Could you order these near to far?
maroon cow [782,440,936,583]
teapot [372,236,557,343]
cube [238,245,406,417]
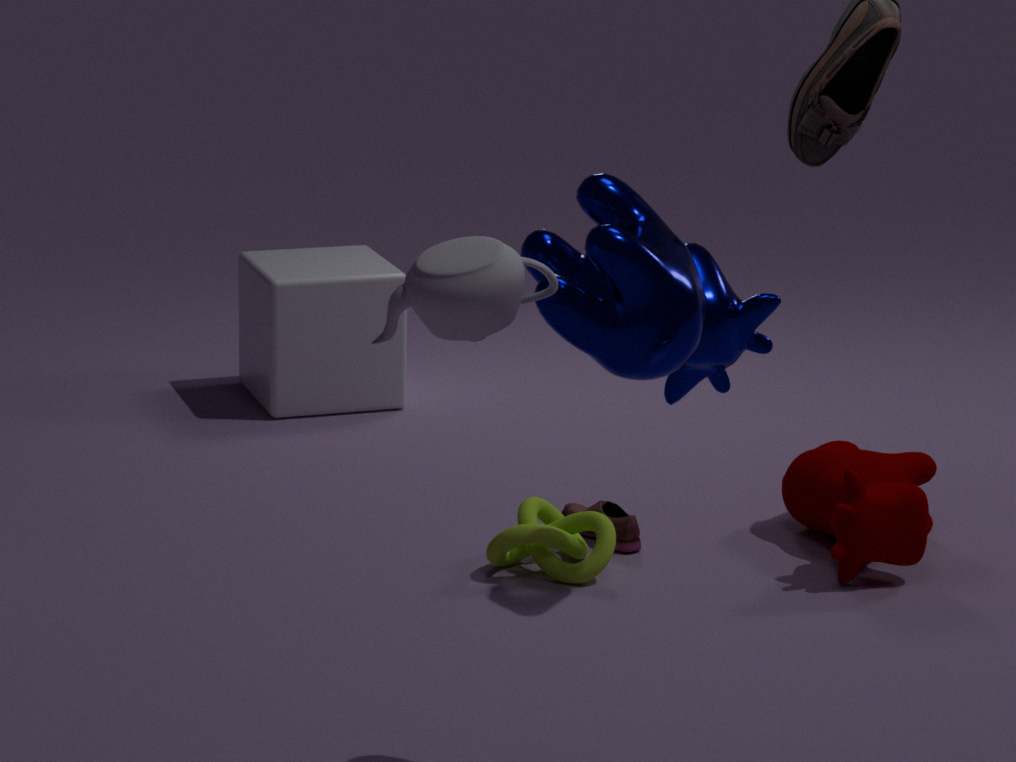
teapot [372,236,557,343] → maroon cow [782,440,936,583] → cube [238,245,406,417]
